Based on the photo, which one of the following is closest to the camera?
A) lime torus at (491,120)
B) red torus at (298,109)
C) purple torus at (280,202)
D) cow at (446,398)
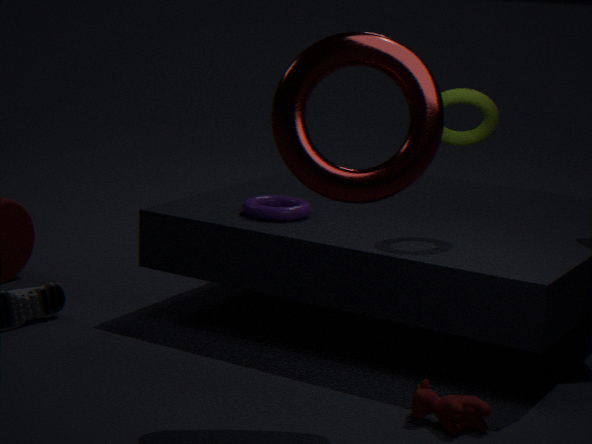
cow at (446,398)
